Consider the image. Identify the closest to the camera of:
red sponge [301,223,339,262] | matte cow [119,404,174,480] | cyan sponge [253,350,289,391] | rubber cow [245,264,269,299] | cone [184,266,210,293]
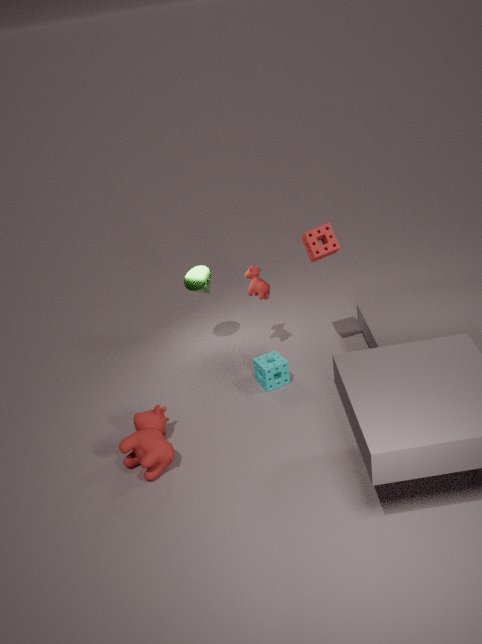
matte cow [119,404,174,480]
